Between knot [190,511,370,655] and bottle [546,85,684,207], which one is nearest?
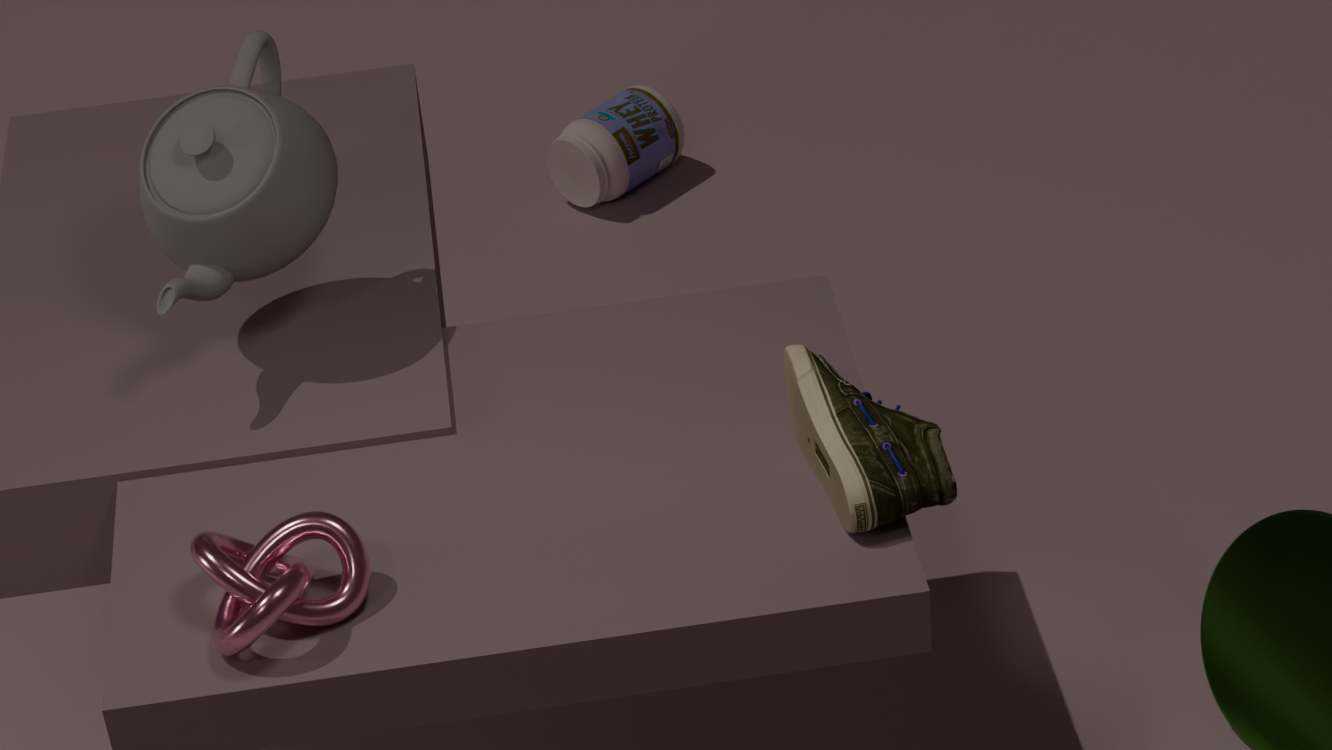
knot [190,511,370,655]
